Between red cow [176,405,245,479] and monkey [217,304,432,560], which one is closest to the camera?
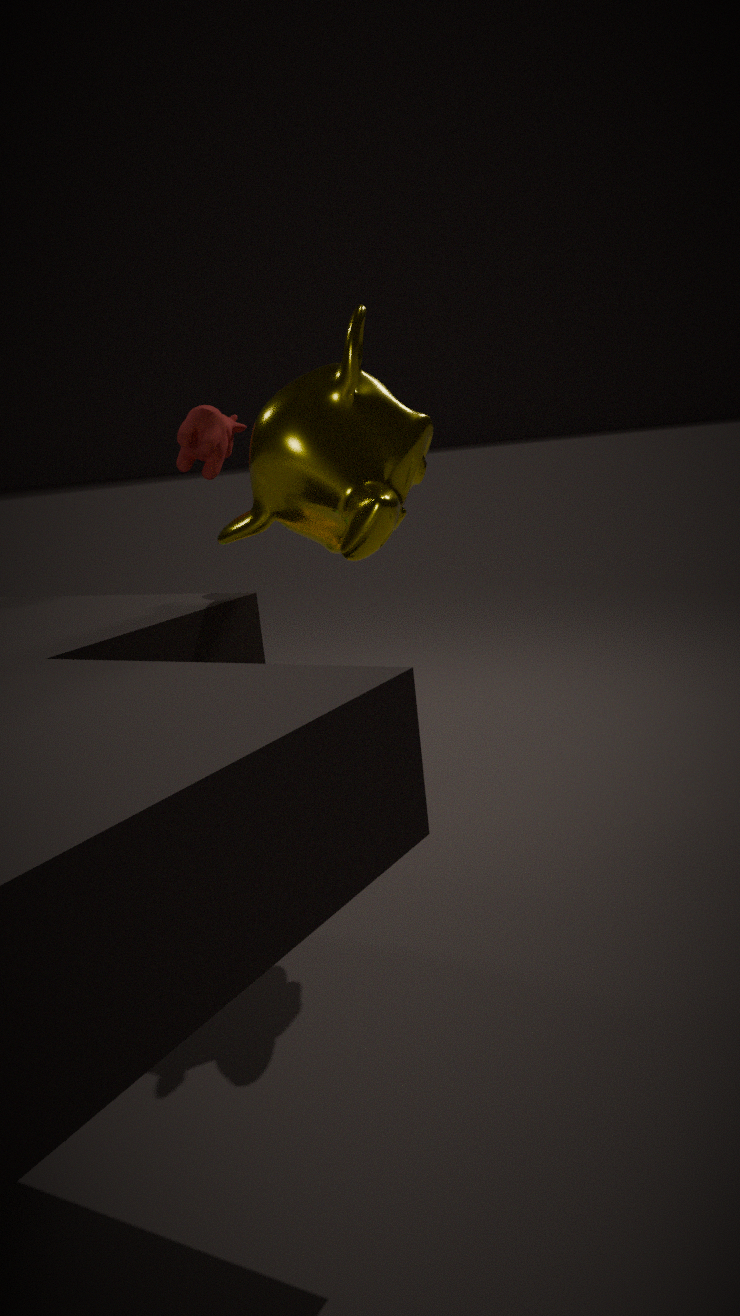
monkey [217,304,432,560]
